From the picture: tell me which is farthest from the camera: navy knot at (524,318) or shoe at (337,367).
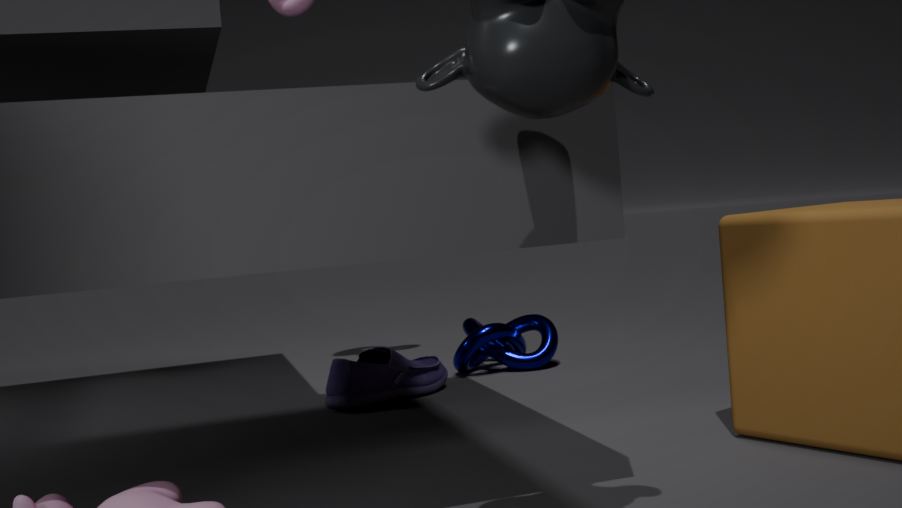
Result: navy knot at (524,318)
